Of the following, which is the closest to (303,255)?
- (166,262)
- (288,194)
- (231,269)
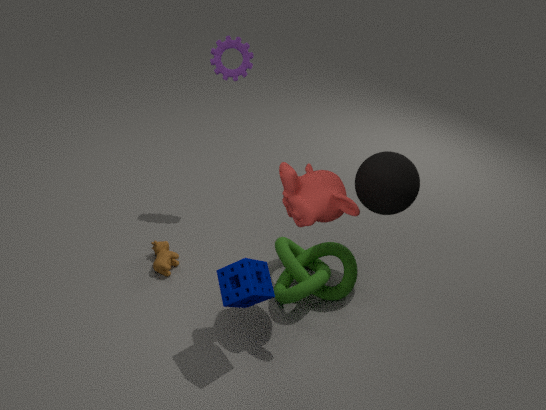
(288,194)
